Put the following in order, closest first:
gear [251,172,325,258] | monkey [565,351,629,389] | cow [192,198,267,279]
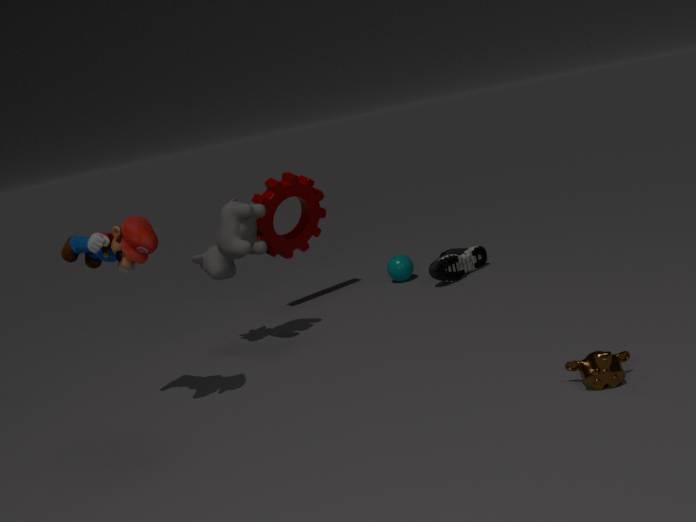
monkey [565,351,629,389], cow [192,198,267,279], gear [251,172,325,258]
